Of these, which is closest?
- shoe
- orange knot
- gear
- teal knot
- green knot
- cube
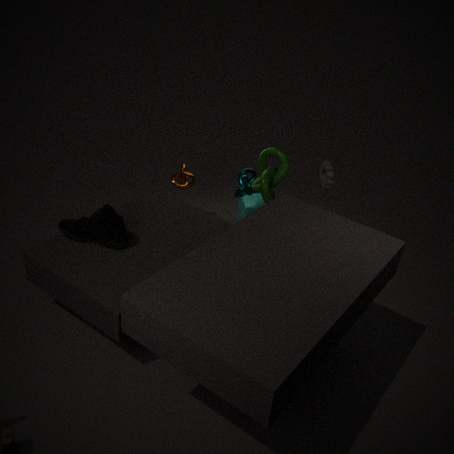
shoe
